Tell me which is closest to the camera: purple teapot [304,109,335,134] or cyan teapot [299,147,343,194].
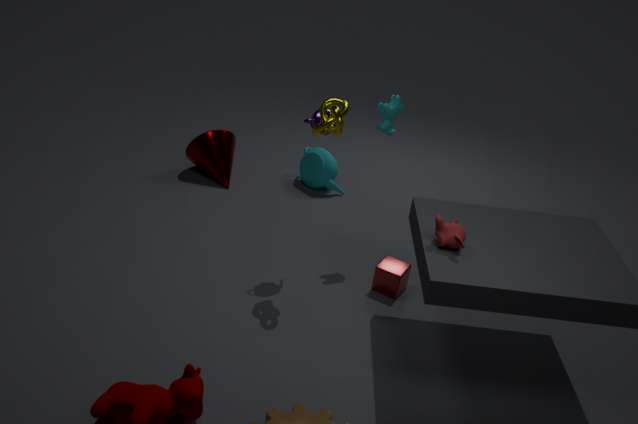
purple teapot [304,109,335,134]
